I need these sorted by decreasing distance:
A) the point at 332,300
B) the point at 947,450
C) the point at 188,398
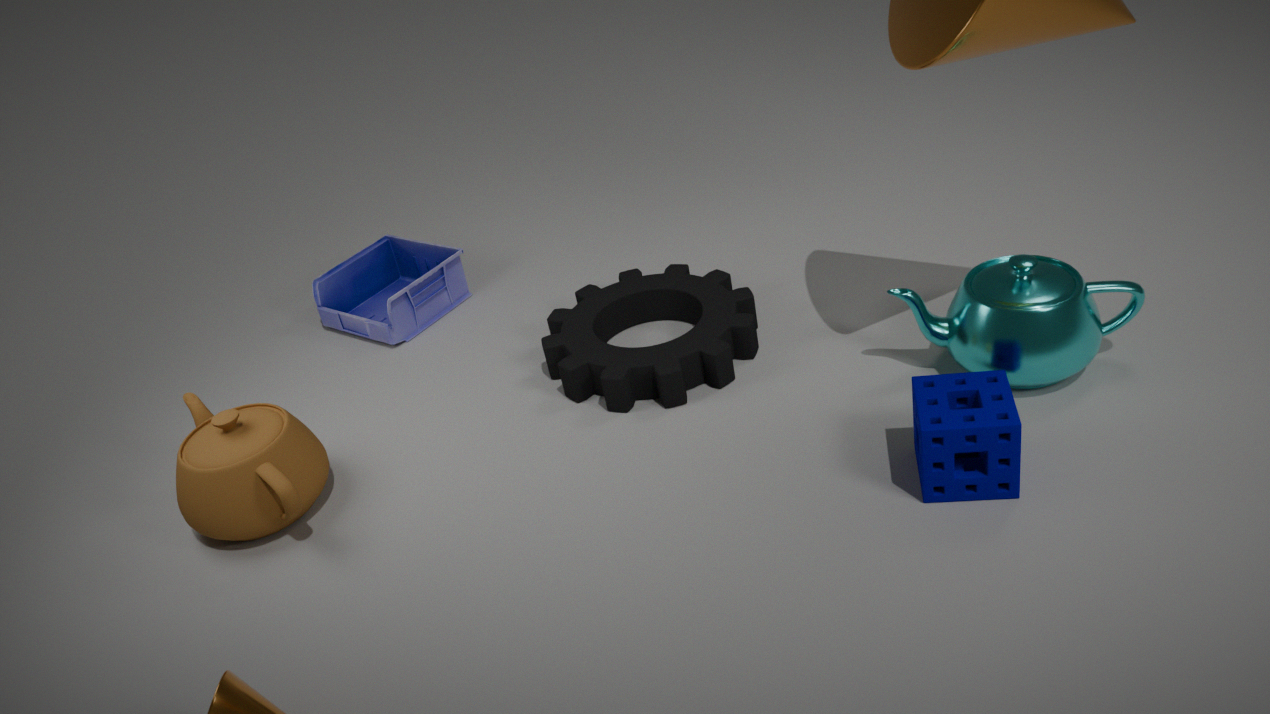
the point at 332,300
the point at 188,398
the point at 947,450
